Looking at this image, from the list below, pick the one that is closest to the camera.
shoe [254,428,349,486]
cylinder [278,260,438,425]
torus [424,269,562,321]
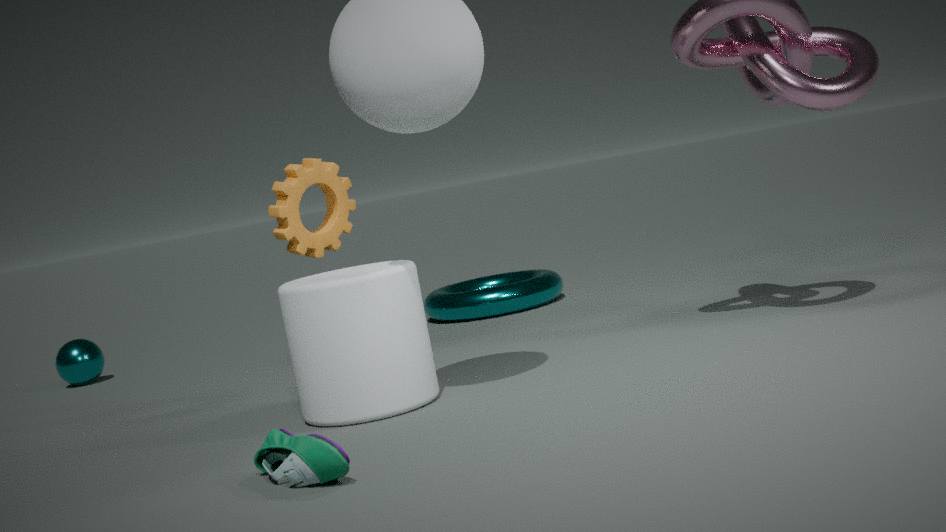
shoe [254,428,349,486]
